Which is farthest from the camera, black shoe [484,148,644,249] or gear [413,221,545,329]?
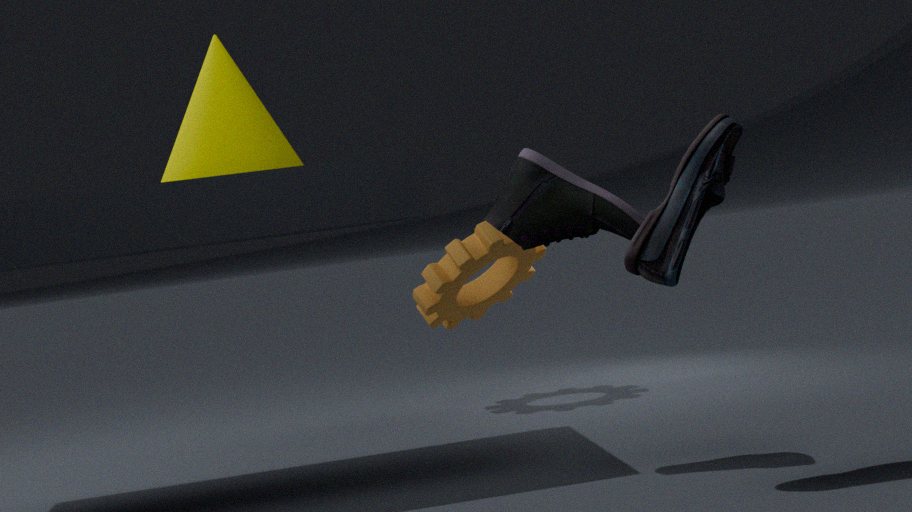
gear [413,221,545,329]
